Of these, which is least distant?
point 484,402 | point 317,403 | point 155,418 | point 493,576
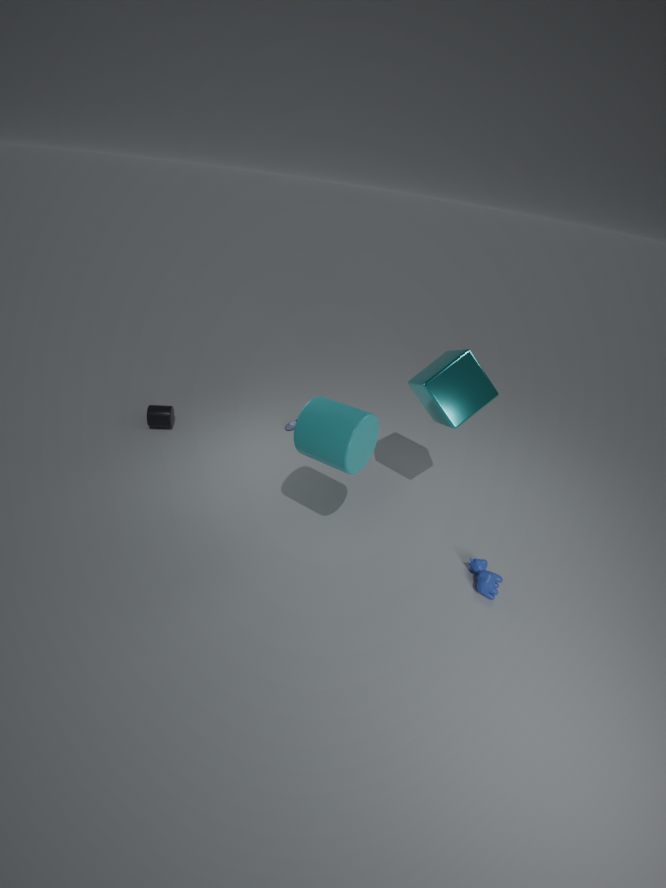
point 317,403
